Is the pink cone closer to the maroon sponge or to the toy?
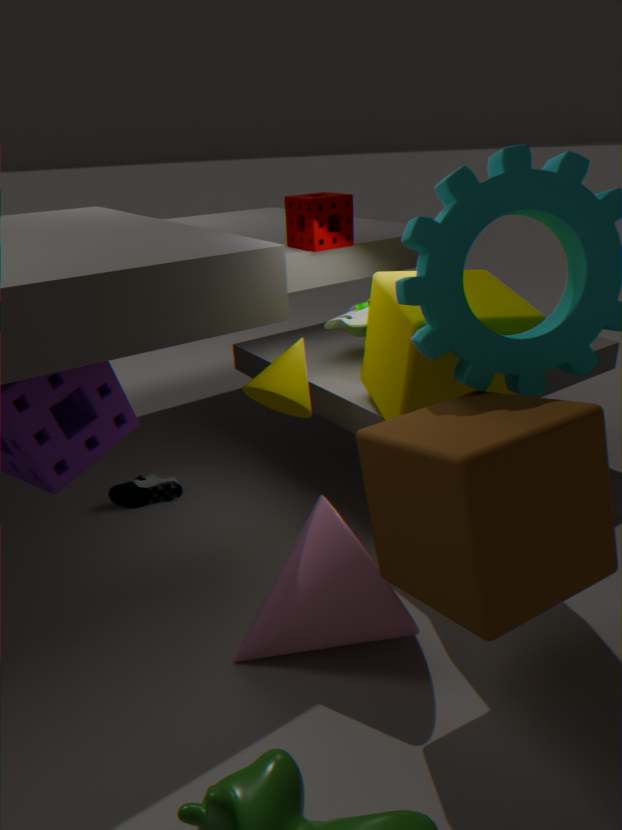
the toy
